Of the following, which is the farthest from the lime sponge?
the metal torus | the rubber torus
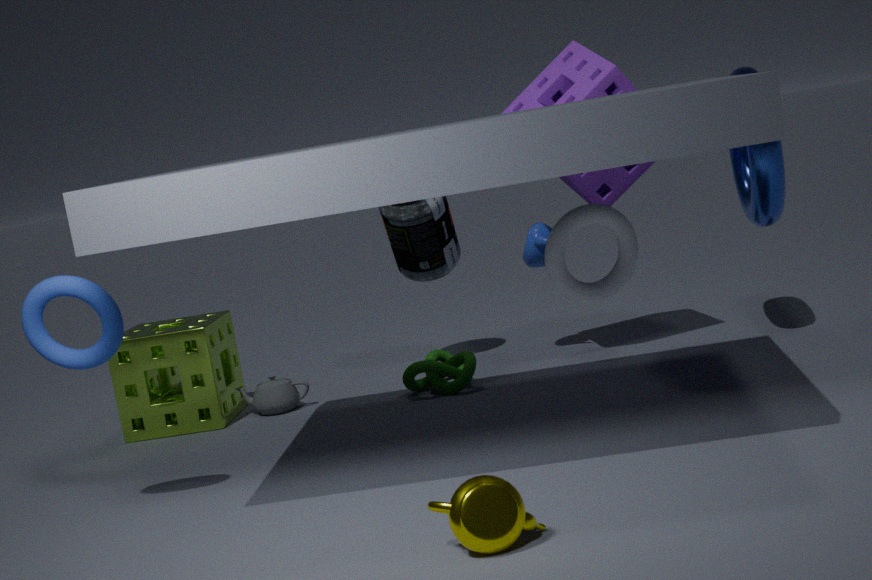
the metal torus
